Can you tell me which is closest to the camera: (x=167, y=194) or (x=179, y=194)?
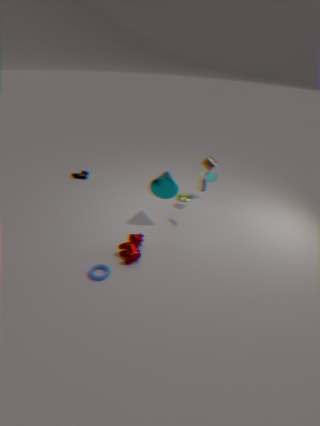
(x=167, y=194)
